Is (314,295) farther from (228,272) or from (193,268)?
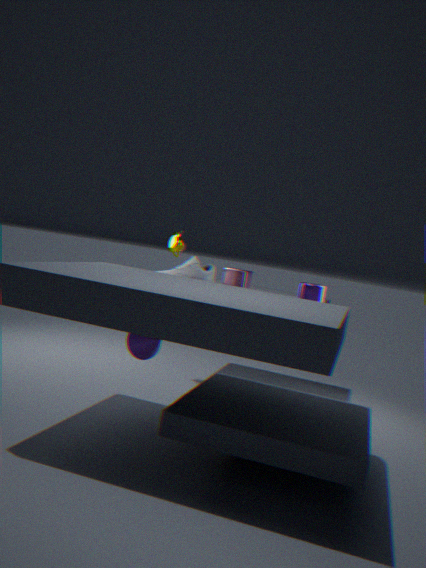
(193,268)
